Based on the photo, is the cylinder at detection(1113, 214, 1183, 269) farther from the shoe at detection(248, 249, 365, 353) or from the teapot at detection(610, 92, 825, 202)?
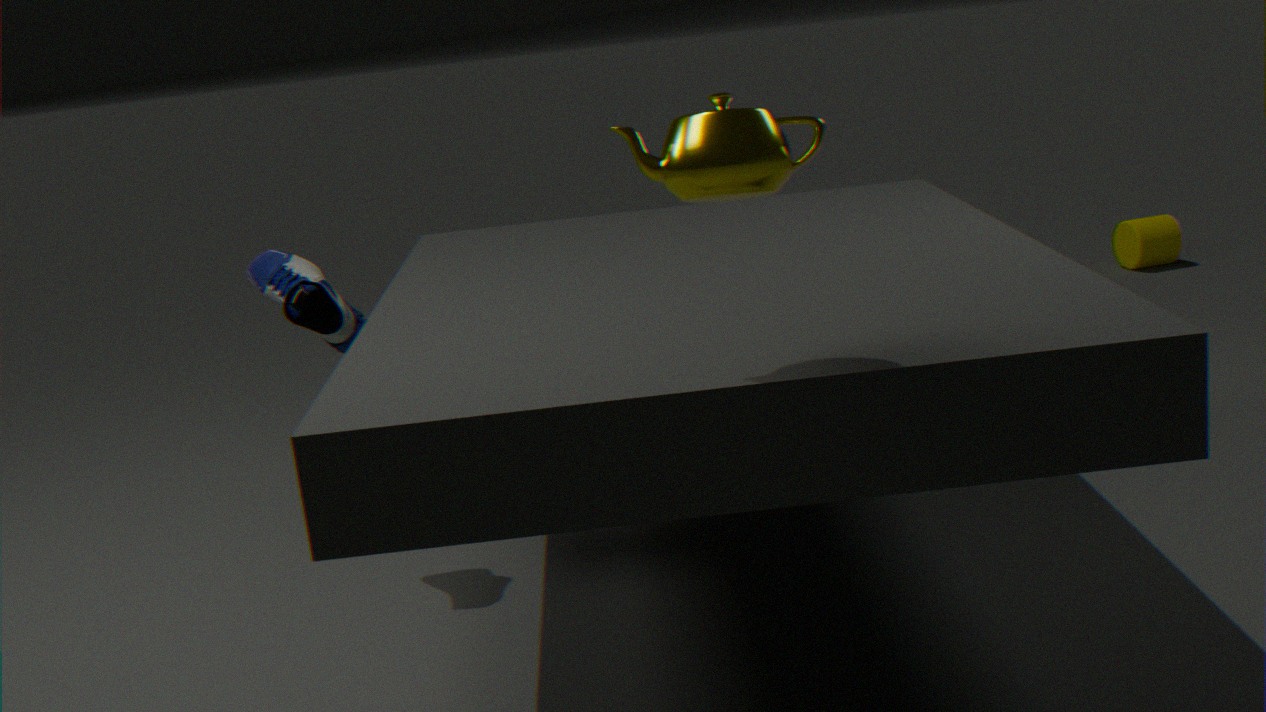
the teapot at detection(610, 92, 825, 202)
